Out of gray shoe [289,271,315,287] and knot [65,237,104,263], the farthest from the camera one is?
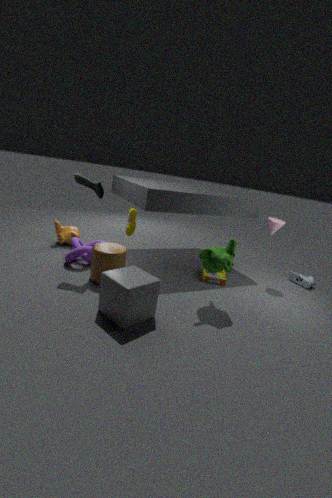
gray shoe [289,271,315,287]
